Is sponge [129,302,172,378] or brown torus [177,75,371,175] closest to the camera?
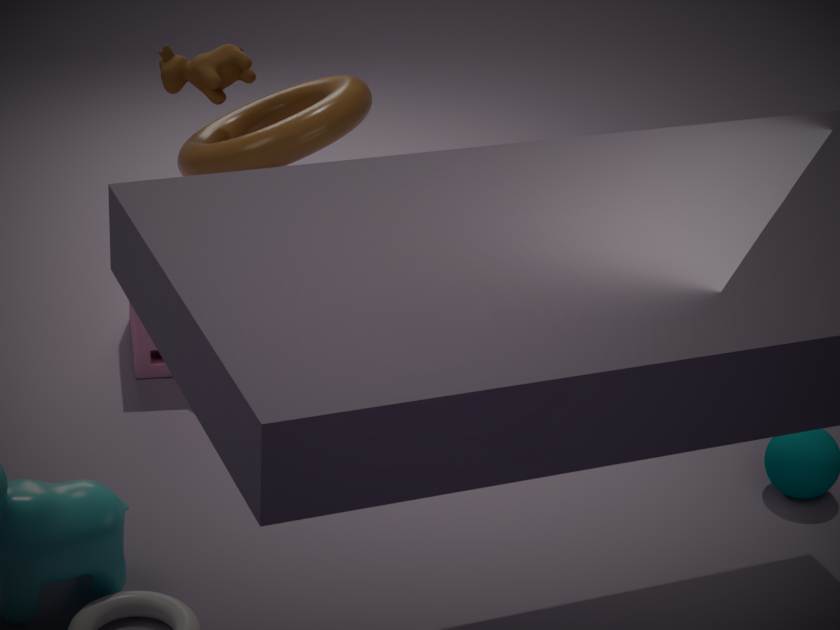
brown torus [177,75,371,175]
